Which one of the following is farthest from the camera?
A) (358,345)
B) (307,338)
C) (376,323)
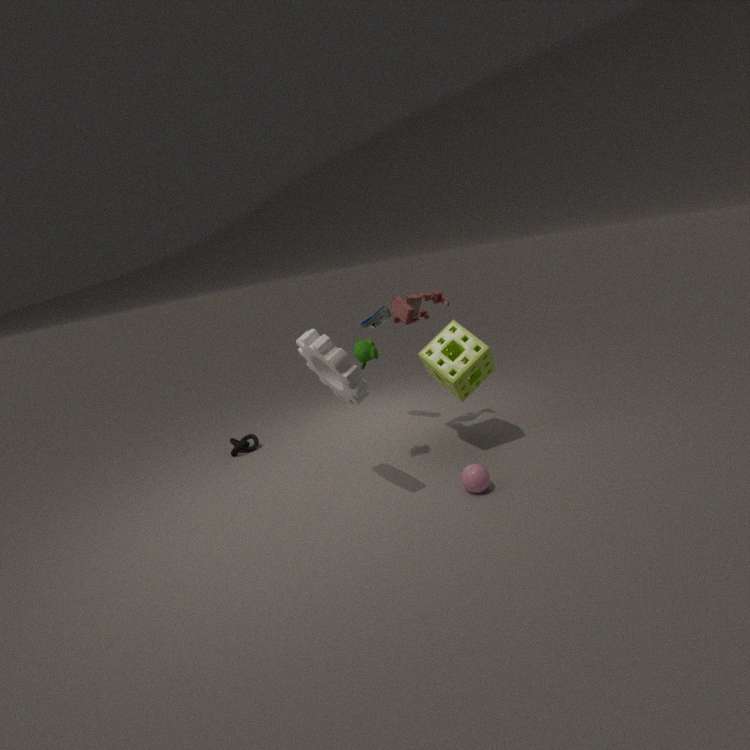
(376,323)
